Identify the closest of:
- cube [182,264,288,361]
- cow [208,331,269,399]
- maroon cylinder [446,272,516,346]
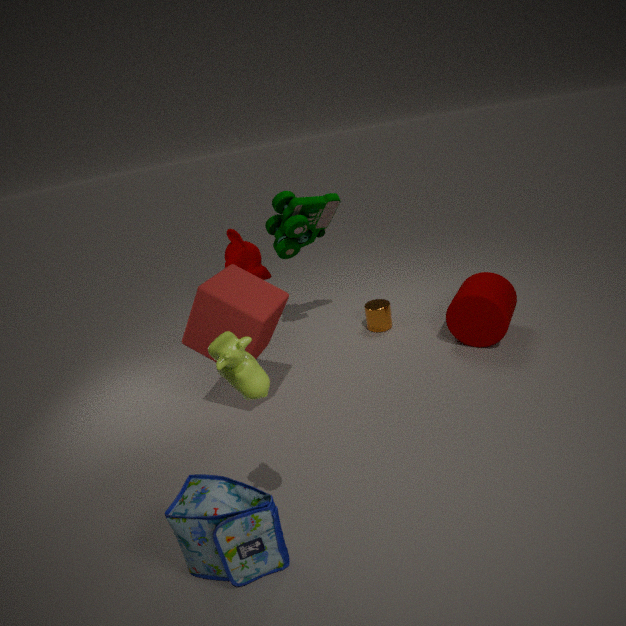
cow [208,331,269,399]
